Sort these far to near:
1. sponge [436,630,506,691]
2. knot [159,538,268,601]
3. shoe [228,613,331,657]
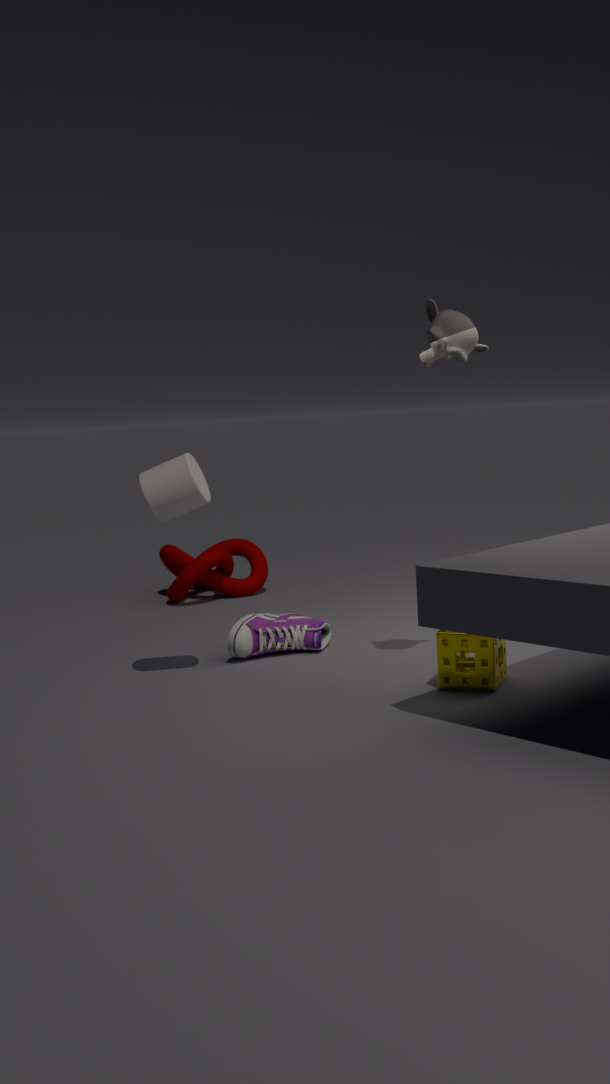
knot [159,538,268,601] < shoe [228,613,331,657] < sponge [436,630,506,691]
